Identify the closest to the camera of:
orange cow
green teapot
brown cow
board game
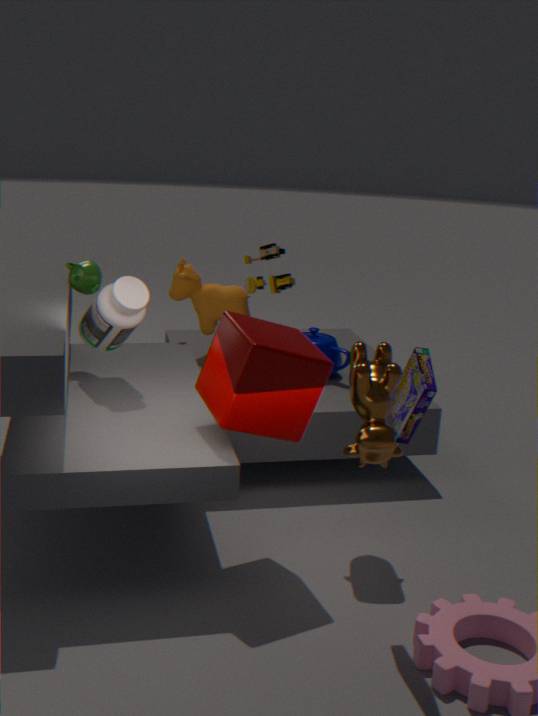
board game
